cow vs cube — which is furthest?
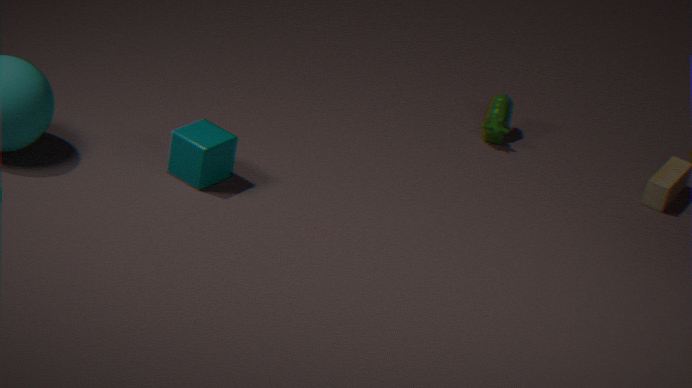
cow
